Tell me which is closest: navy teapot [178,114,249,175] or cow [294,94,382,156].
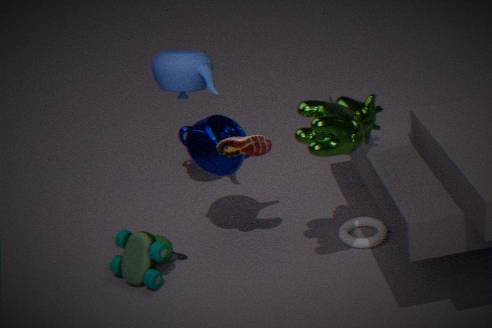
cow [294,94,382,156]
